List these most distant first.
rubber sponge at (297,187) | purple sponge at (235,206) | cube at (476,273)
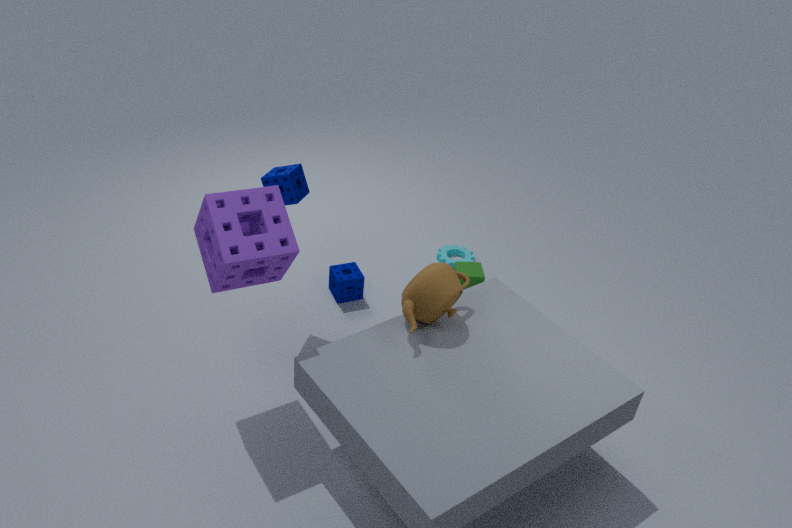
1. cube at (476,273)
2. rubber sponge at (297,187)
3. purple sponge at (235,206)
